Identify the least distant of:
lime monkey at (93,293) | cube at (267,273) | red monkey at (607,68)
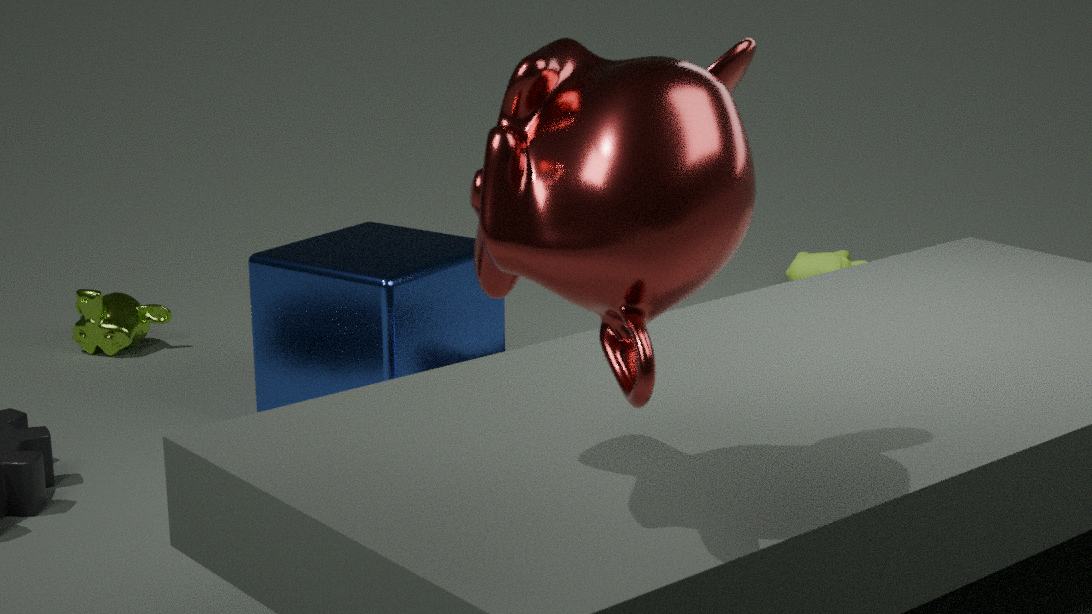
red monkey at (607,68)
